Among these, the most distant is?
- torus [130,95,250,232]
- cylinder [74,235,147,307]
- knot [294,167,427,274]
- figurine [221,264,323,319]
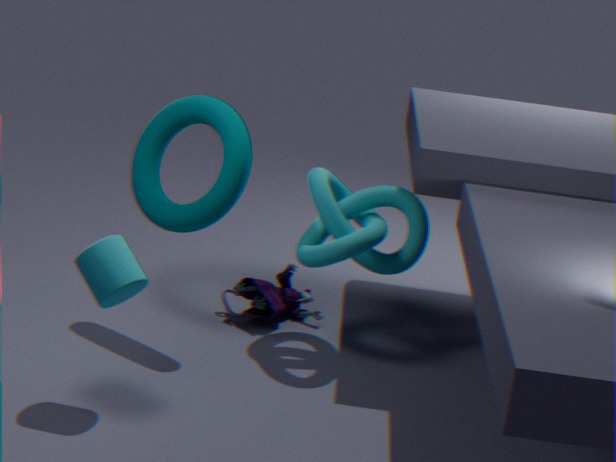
figurine [221,264,323,319]
